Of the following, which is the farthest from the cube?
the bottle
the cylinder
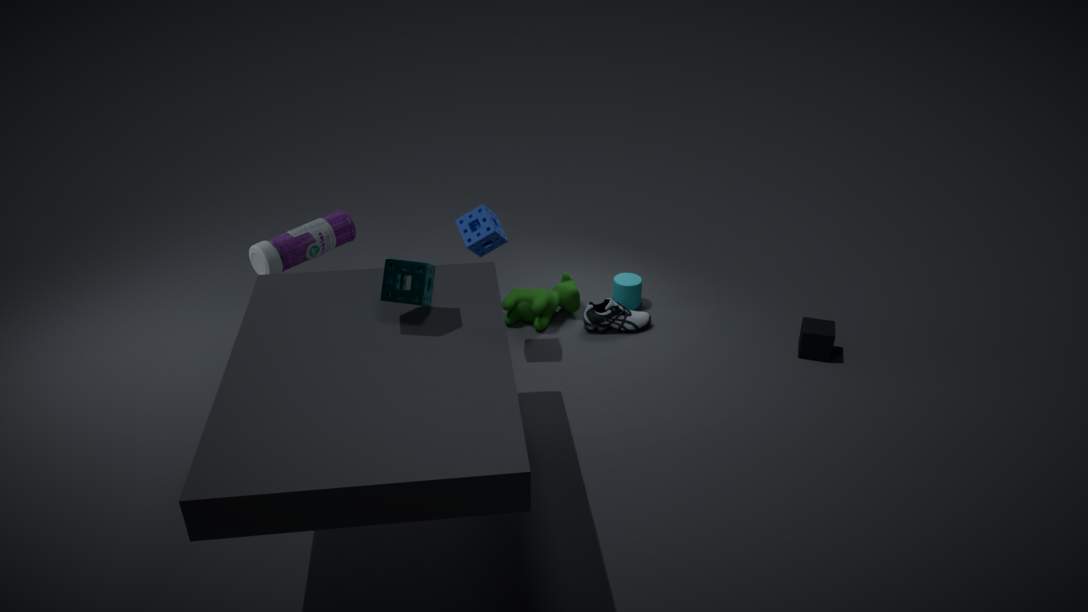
the bottle
